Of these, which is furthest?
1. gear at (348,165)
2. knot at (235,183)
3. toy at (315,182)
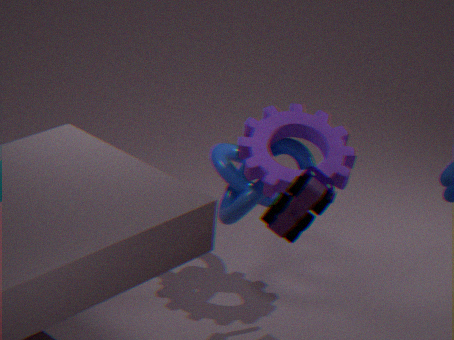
knot at (235,183)
